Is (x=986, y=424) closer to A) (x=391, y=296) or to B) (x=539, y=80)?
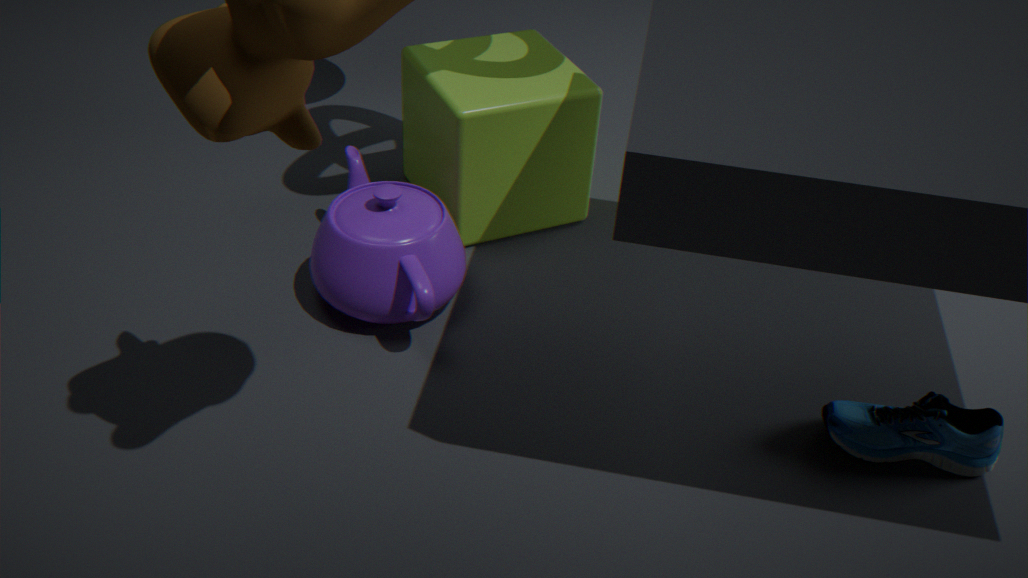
A) (x=391, y=296)
